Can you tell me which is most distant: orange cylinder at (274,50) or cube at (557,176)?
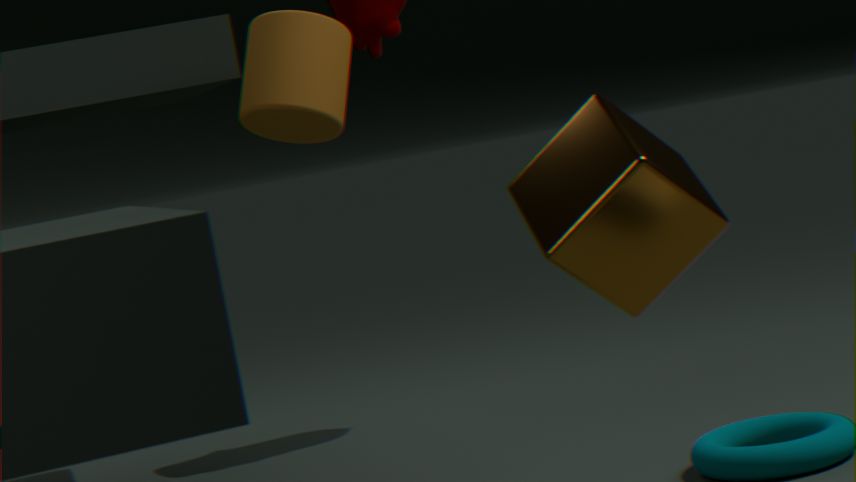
orange cylinder at (274,50)
